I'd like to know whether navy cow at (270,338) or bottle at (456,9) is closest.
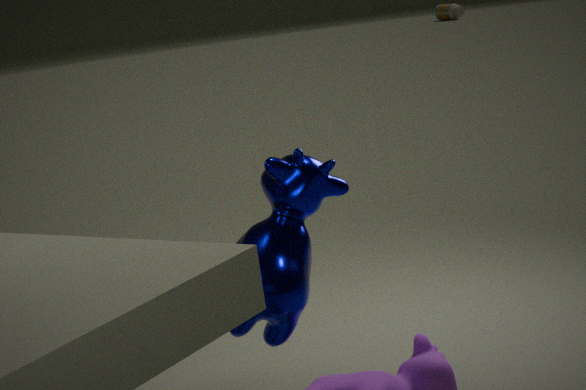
navy cow at (270,338)
